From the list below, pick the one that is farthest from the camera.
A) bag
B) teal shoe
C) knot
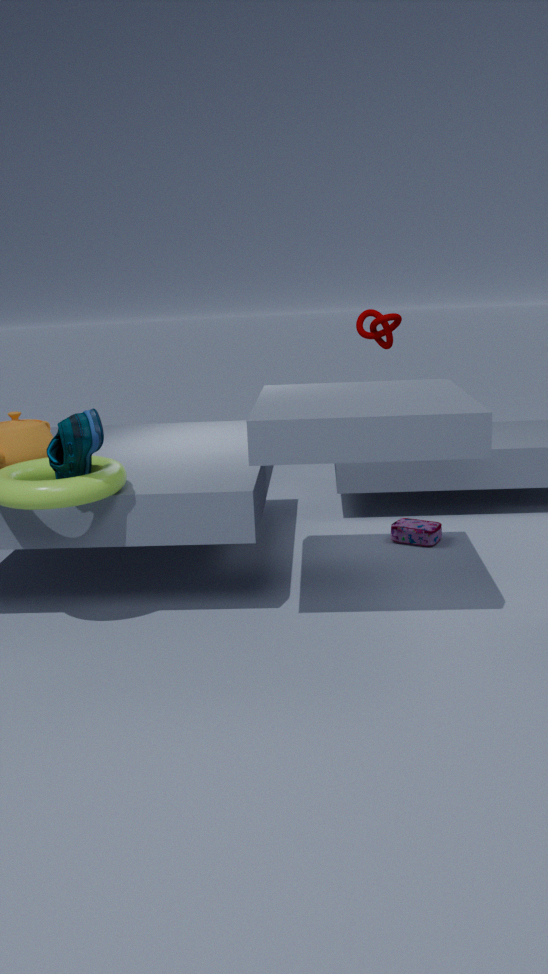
C. knot
